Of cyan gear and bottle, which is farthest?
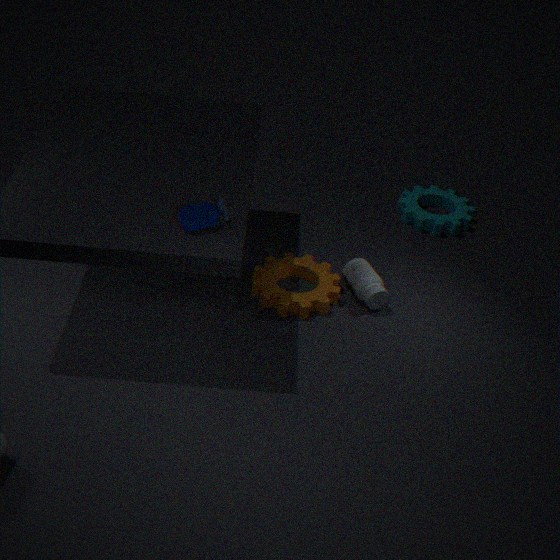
cyan gear
